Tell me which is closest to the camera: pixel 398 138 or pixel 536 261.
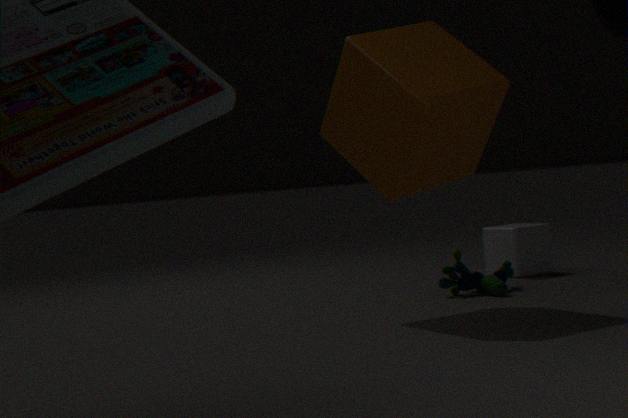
pixel 398 138
